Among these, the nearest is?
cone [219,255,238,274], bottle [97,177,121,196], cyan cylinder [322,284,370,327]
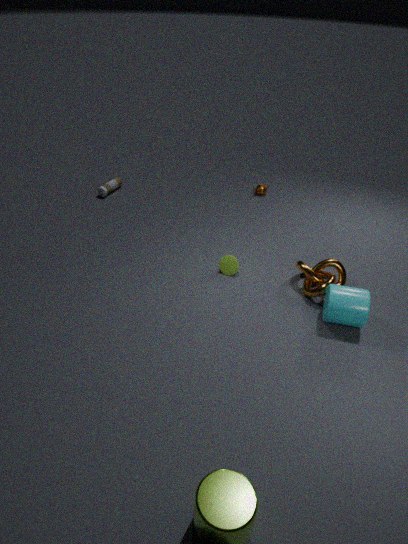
cyan cylinder [322,284,370,327]
